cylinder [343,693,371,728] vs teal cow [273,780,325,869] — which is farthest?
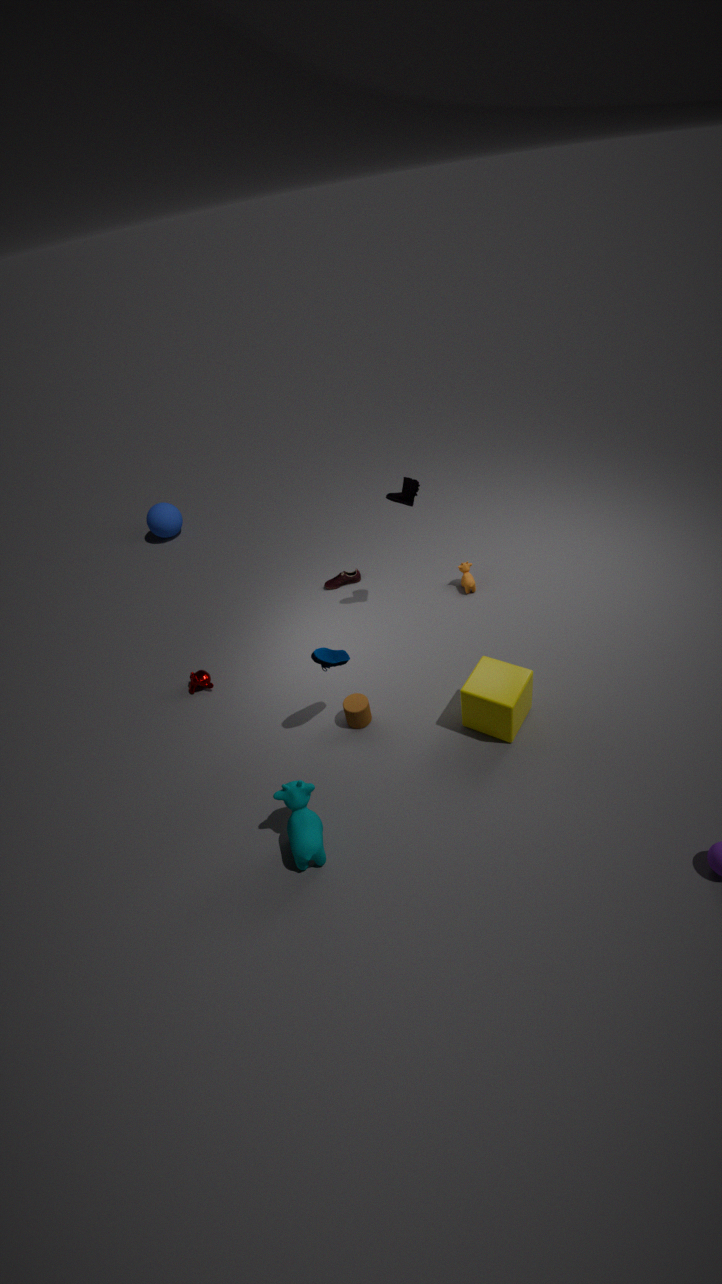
cylinder [343,693,371,728]
